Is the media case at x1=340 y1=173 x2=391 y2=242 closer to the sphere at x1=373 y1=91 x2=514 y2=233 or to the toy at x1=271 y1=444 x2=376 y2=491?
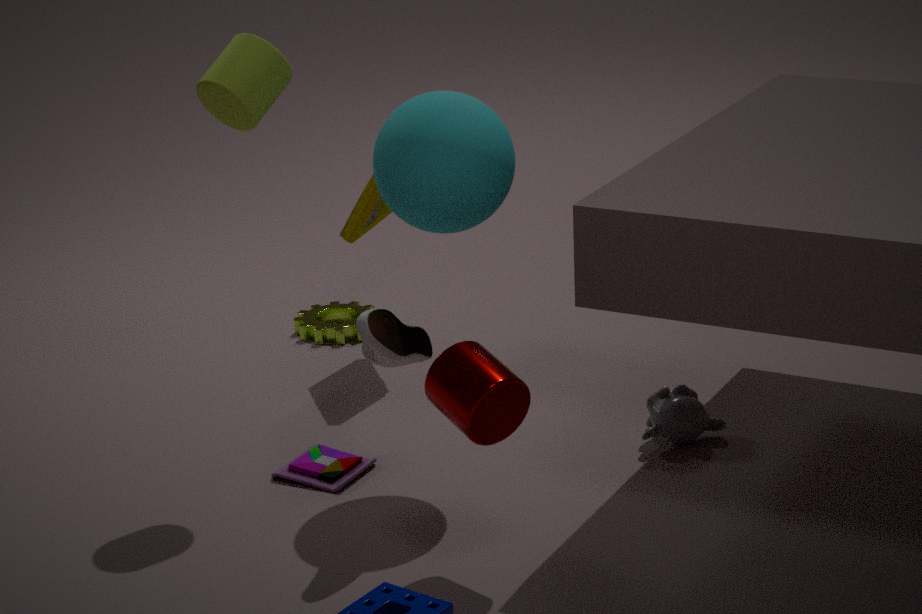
the sphere at x1=373 y1=91 x2=514 y2=233
